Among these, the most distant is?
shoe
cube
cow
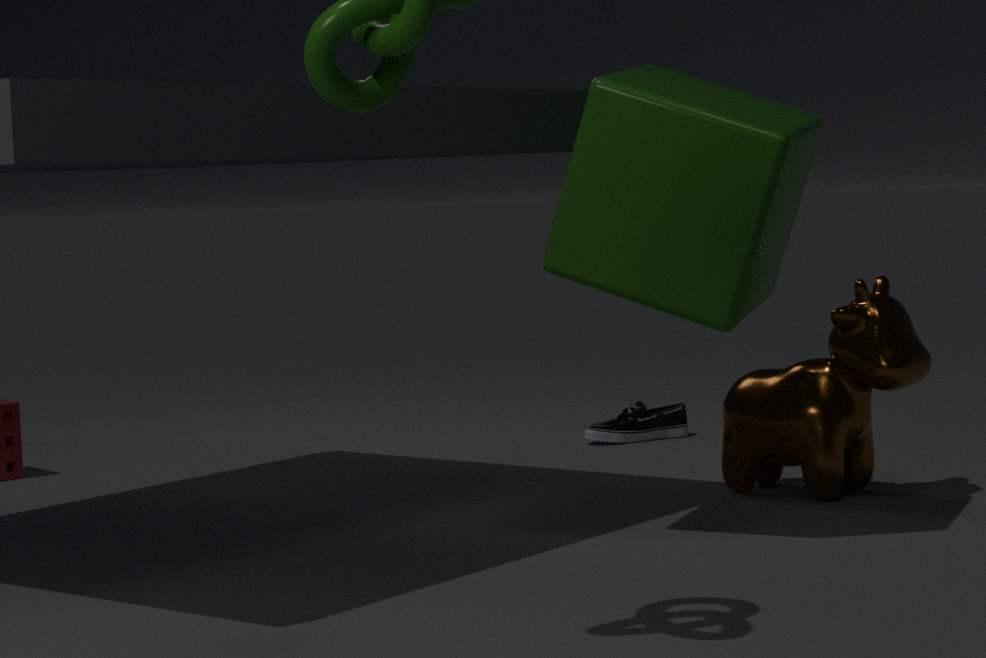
shoe
